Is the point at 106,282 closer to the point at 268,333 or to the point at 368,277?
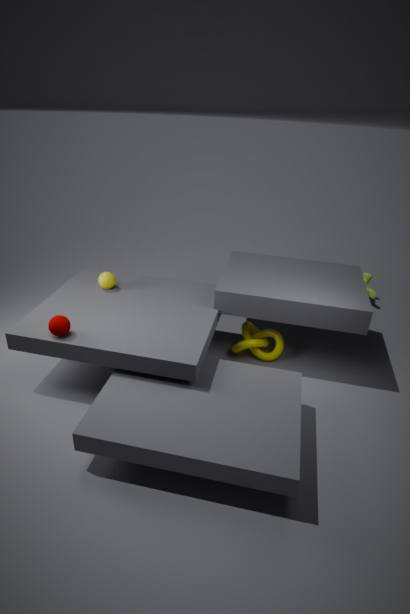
the point at 268,333
